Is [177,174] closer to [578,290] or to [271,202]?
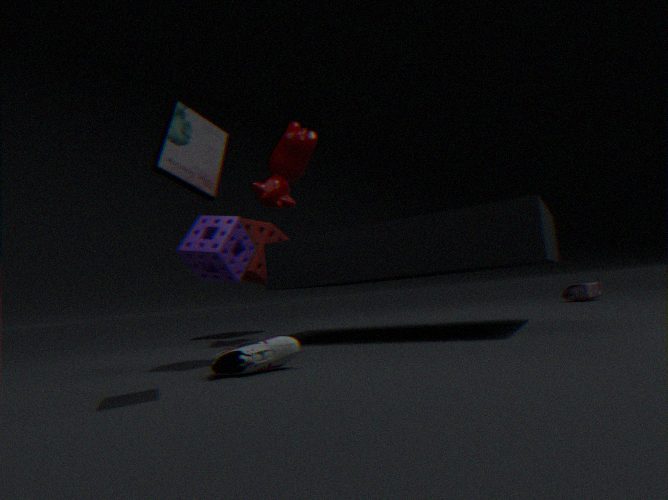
[271,202]
